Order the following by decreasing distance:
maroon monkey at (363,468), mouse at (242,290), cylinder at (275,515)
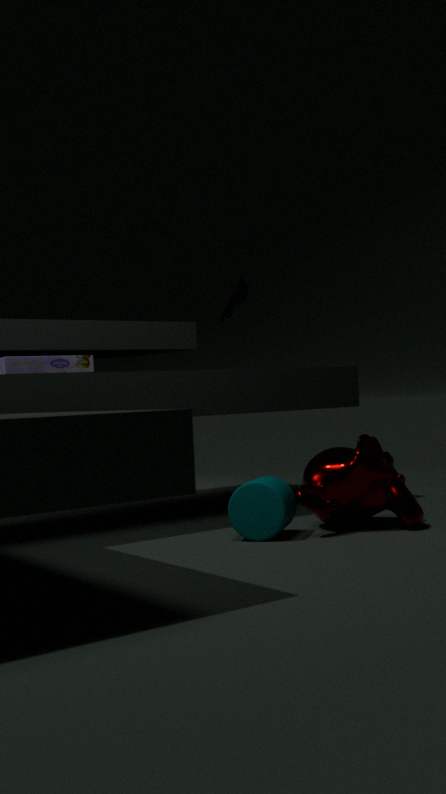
mouse at (242,290) < maroon monkey at (363,468) < cylinder at (275,515)
